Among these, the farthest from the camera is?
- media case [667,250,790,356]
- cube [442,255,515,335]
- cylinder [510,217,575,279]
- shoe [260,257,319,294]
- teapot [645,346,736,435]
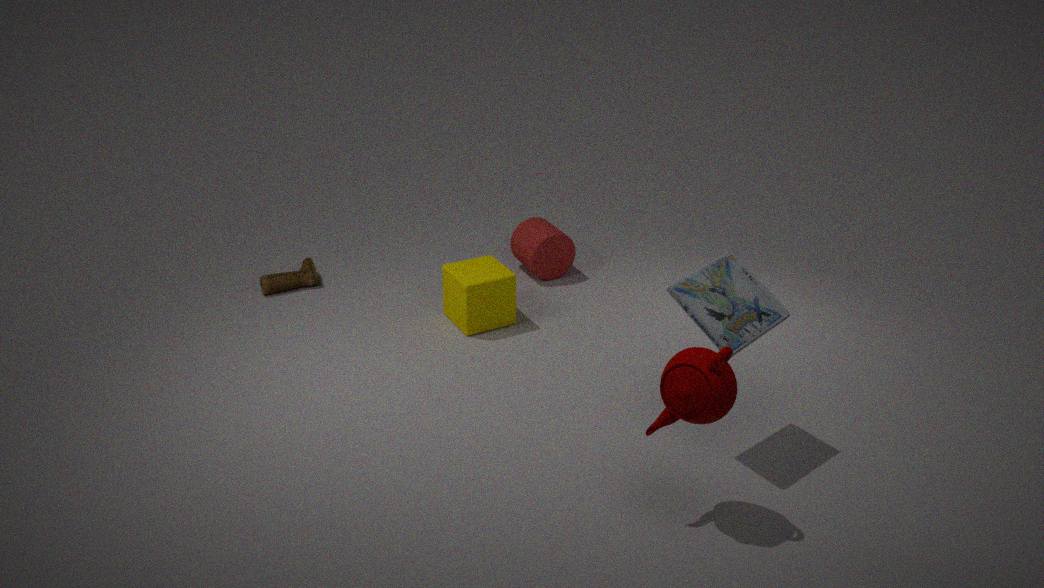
cylinder [510,217,575,279]
